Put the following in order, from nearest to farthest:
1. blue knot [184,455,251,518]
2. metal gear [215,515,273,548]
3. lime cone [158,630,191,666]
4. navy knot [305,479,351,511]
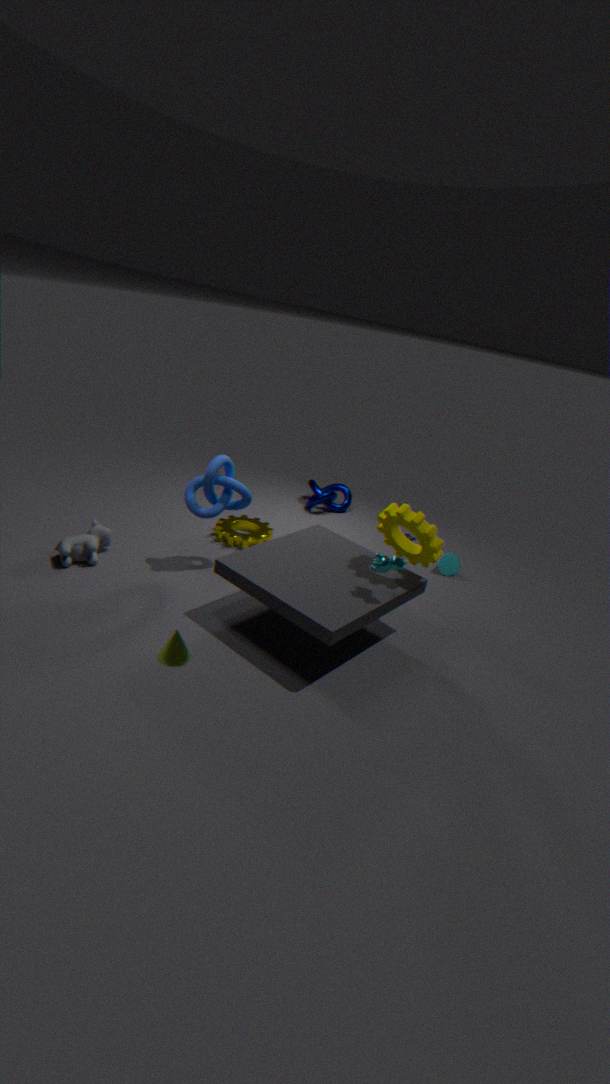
lime cone [158,630,191,666], blue knot [184,455,251,518], metal gear [215,515,273,548], navy knot [305,479,351,511]
